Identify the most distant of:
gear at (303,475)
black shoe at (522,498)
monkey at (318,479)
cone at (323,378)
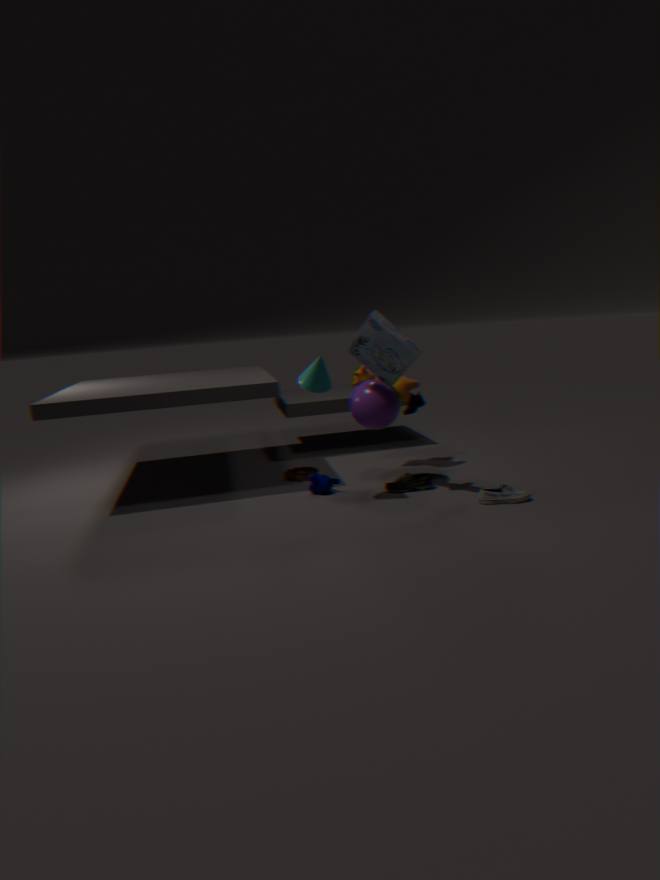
gear at (303,475)
